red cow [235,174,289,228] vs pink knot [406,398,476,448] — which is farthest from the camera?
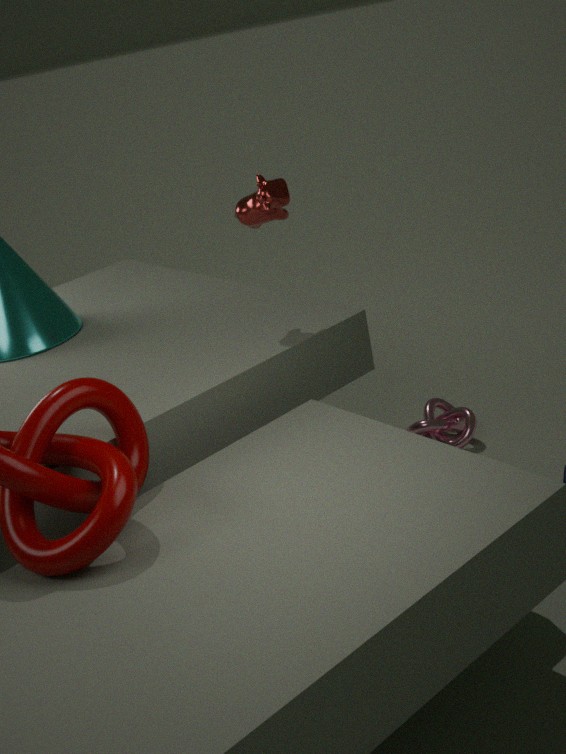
pink knot [406,398,476,448]
